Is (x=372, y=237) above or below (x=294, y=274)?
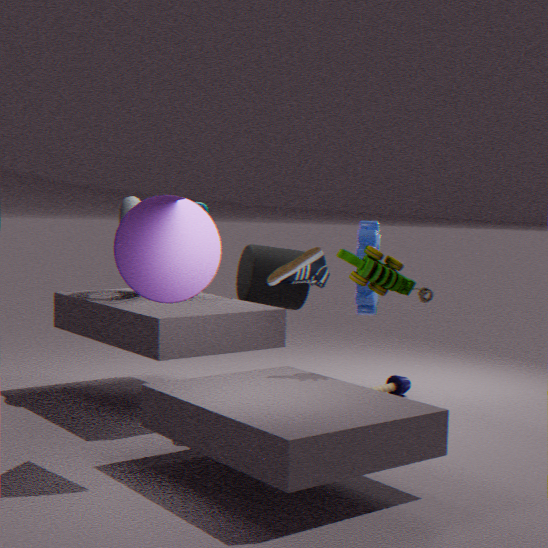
below
